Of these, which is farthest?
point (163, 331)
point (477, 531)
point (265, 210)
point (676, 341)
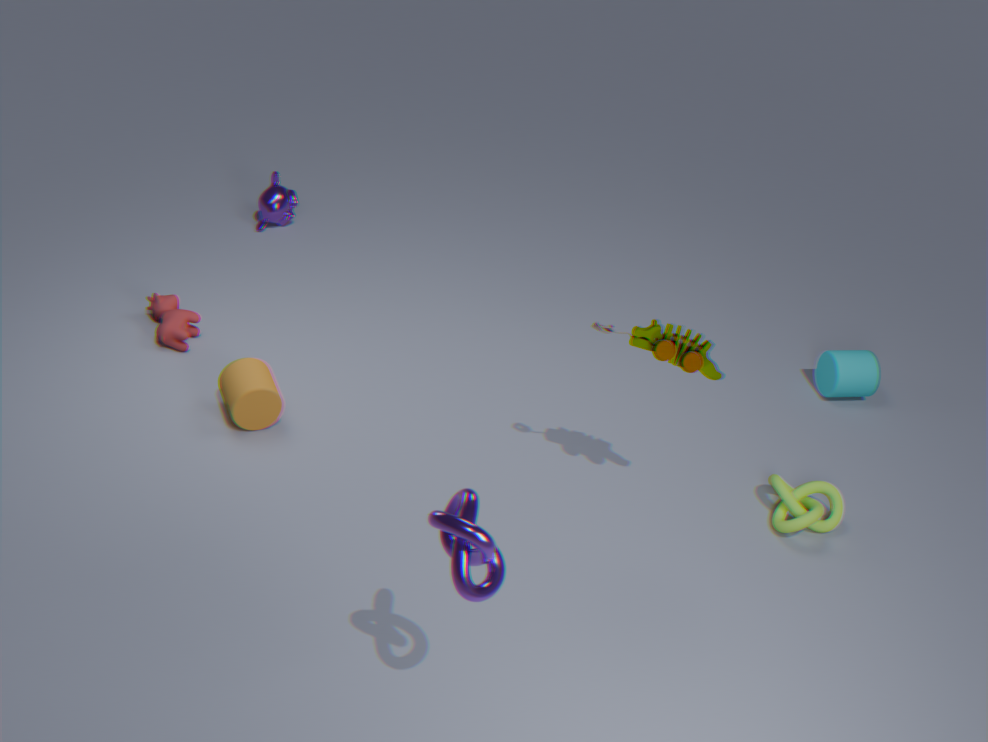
point (265, 210)
